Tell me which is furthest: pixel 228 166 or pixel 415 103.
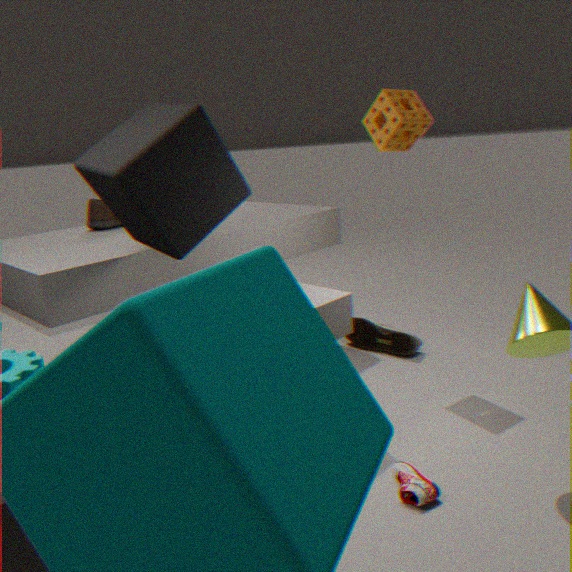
pixel 415 103
